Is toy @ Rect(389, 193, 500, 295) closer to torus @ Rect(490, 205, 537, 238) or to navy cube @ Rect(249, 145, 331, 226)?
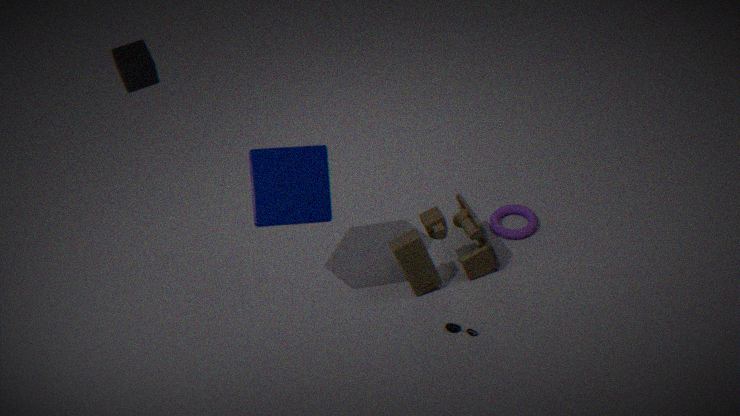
torus @ Rect(490, 205, 537, 238)
